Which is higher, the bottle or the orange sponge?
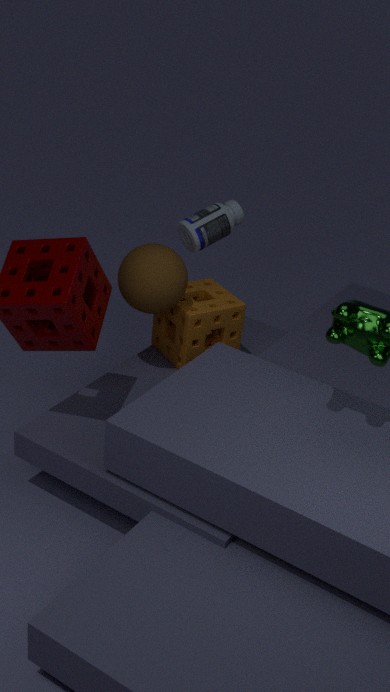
the bottle
